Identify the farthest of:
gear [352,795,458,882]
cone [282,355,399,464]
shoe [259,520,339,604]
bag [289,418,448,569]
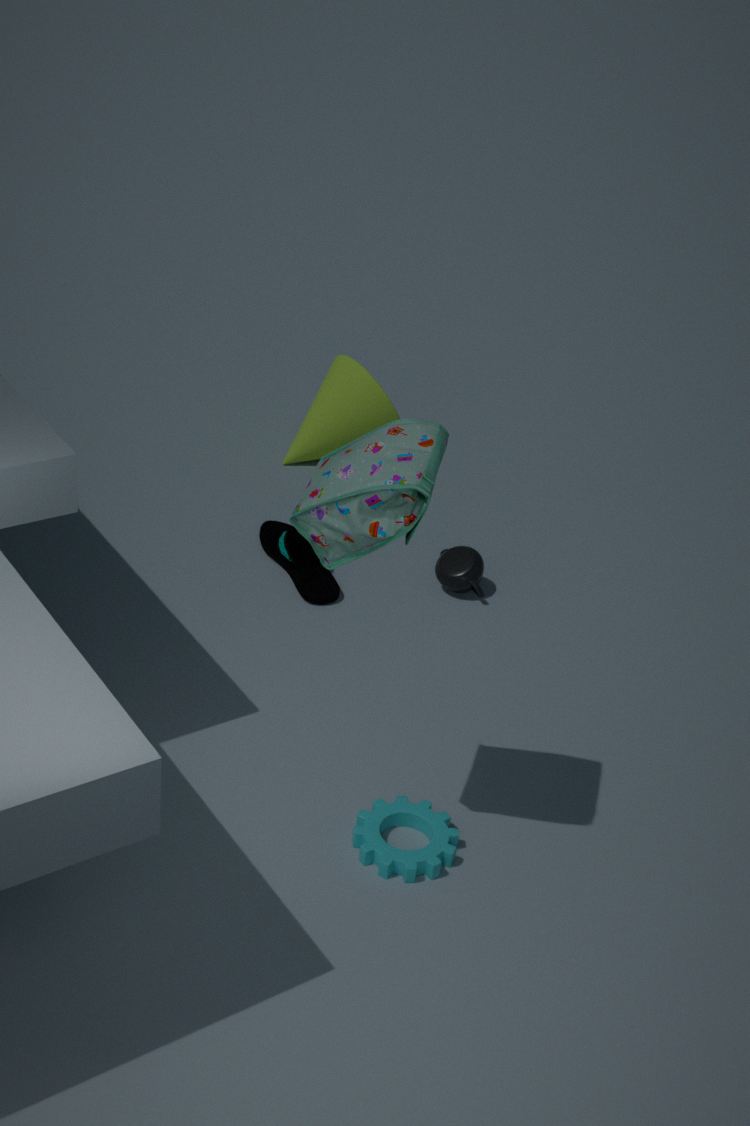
cone [282,355,399,464]
